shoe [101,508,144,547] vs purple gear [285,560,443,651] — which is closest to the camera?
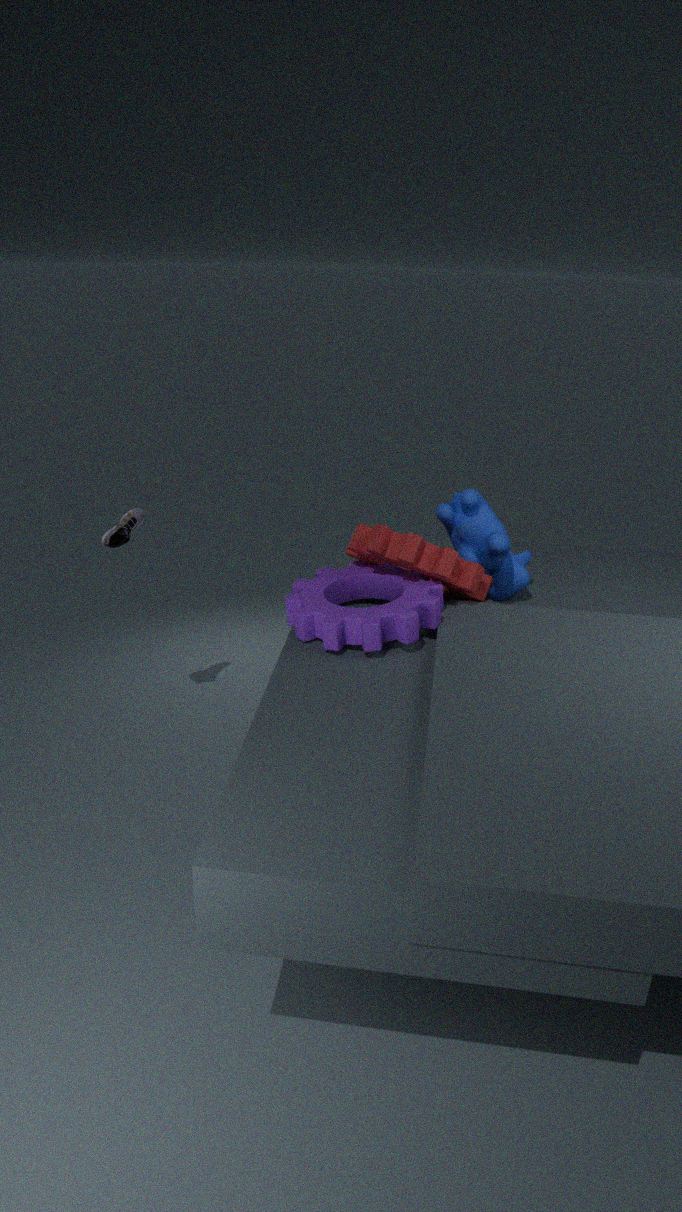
purple gear [285,560,443,651]
